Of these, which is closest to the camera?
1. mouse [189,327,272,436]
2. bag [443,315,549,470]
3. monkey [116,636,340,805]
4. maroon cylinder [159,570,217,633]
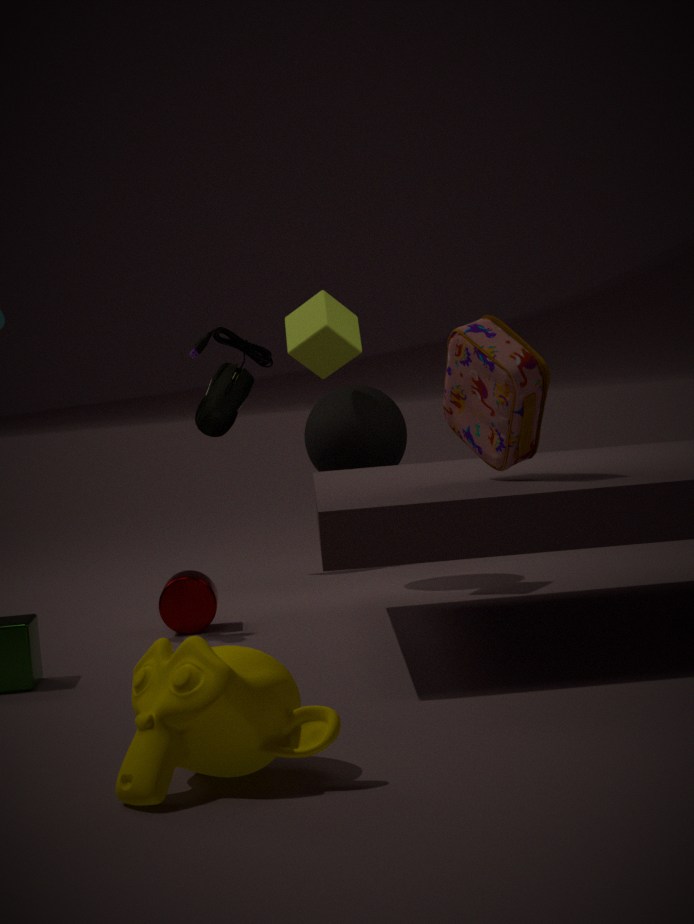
monkey [116,636,340,805]
